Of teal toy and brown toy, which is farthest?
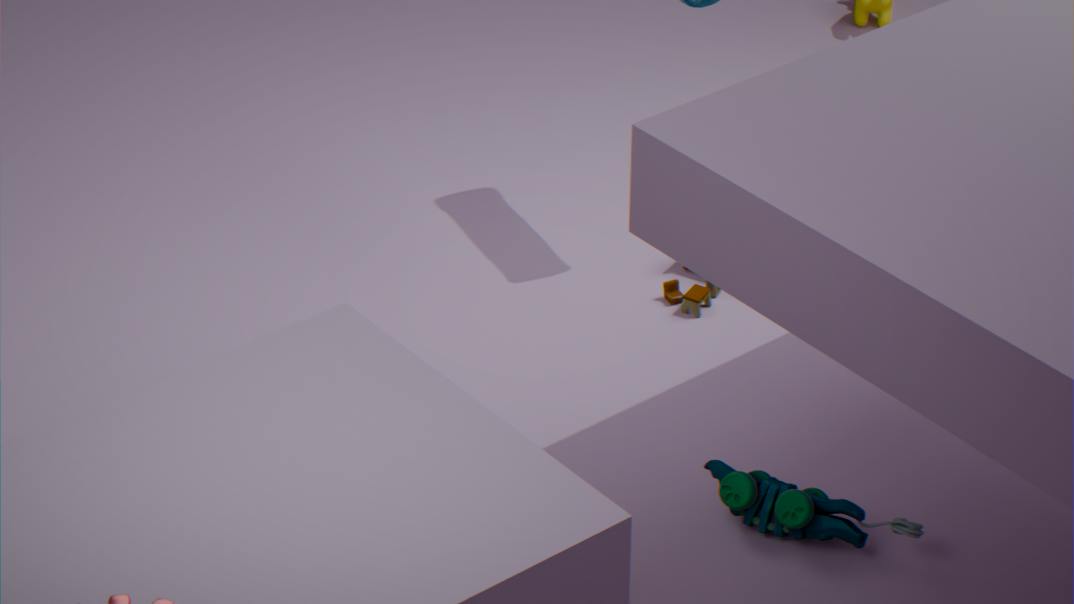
brown toy
